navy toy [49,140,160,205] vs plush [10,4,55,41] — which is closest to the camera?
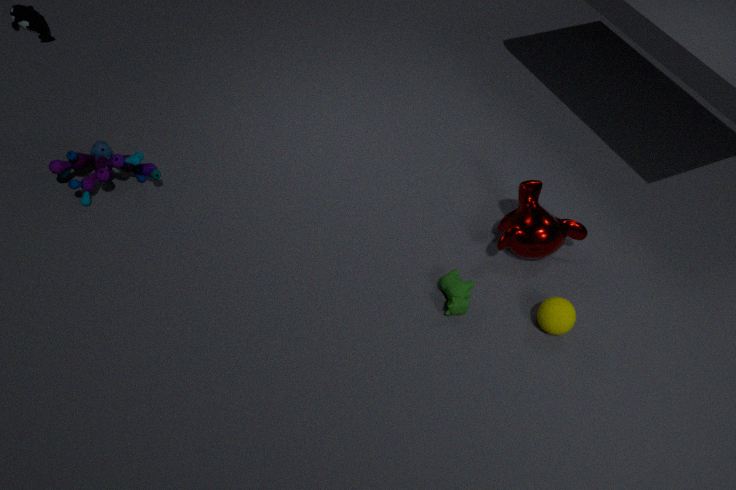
navy toy [49,140,160,205]
